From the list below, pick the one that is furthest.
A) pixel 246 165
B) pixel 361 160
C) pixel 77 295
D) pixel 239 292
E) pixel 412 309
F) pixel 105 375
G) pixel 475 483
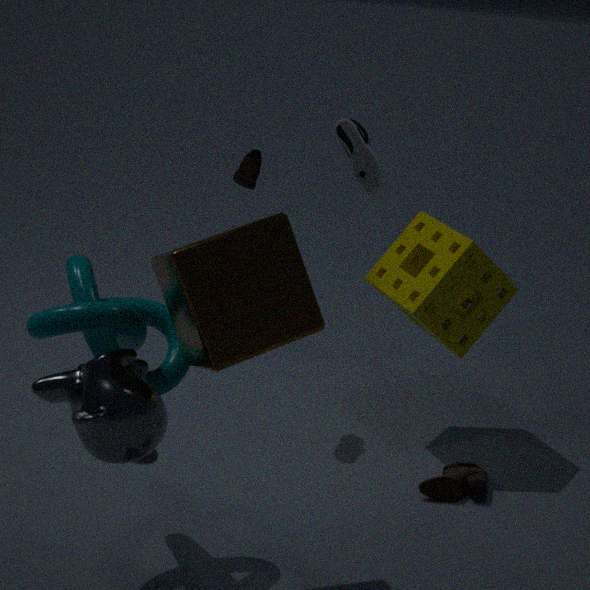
pixel 361 160
